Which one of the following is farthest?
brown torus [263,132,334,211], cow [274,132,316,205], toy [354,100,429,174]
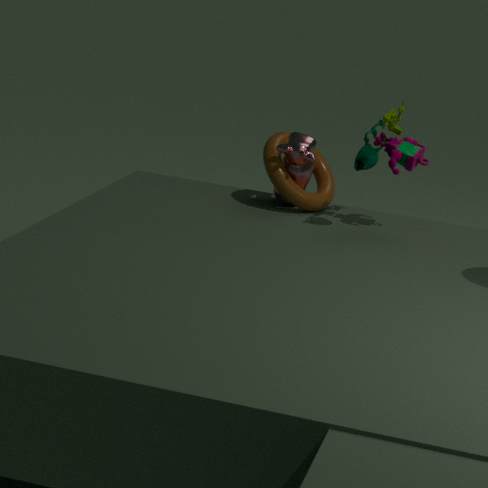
brown torus [263,132,334,211]
